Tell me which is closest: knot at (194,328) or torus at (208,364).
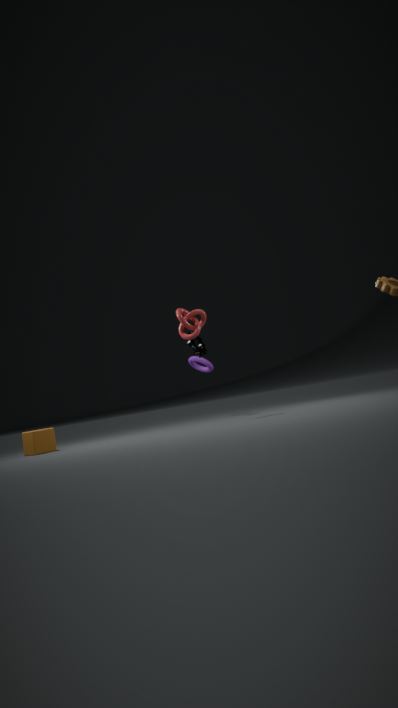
knot at (194,328)
